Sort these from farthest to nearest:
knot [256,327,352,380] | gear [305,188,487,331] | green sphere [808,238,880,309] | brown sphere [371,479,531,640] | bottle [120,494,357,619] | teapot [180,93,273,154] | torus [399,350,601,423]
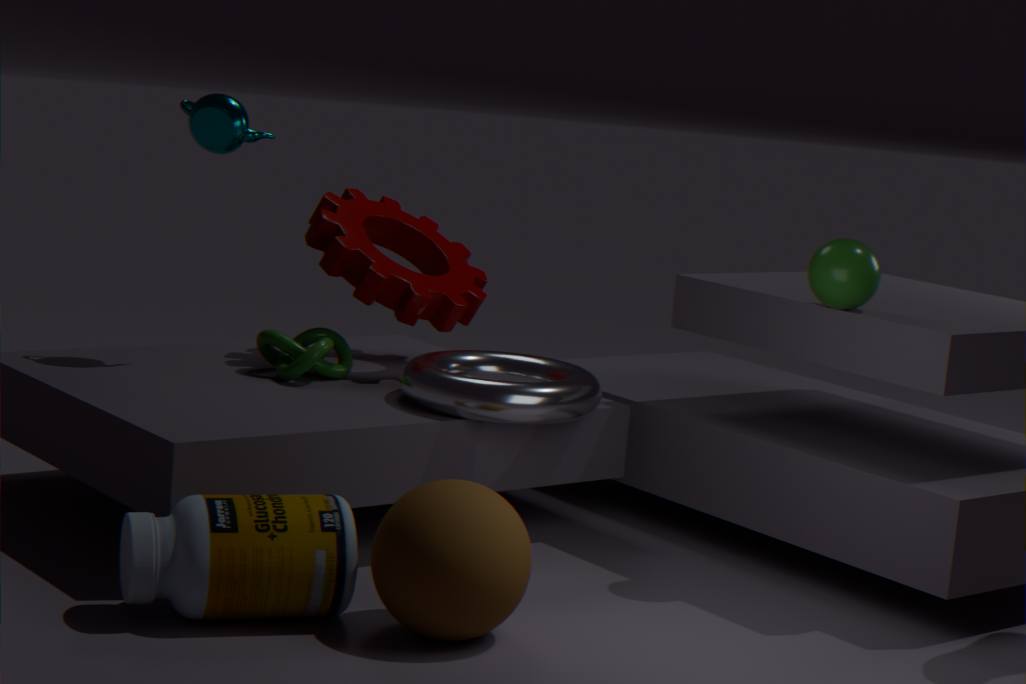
1. gear [305,188,487,331]
2. knot [256,327,352,380]
3. teapot [180,93,273,154]
4. torus [399,350,601,423]
5. green sphere [808,238,880,309]
6. bottle [120,494,357,619]
7. brown sphere [371,479,531,640]
